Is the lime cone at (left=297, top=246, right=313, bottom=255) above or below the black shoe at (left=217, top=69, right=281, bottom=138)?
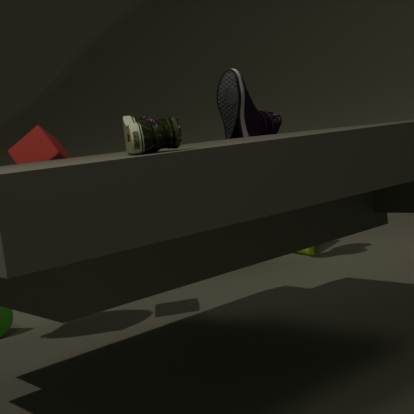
below
